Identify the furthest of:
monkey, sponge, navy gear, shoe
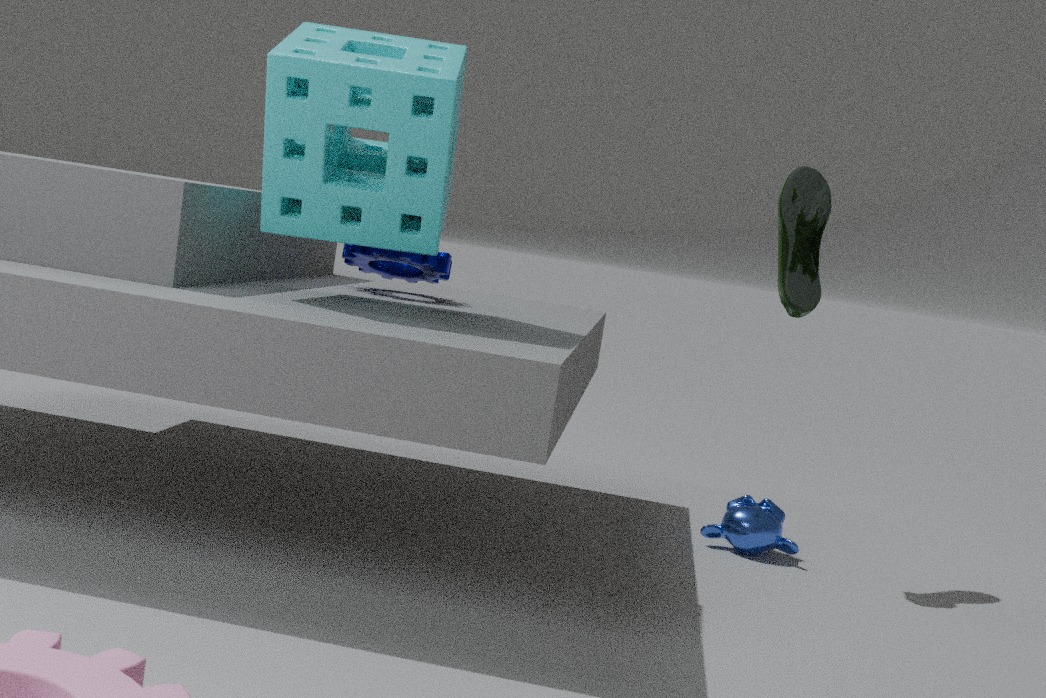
monkey
